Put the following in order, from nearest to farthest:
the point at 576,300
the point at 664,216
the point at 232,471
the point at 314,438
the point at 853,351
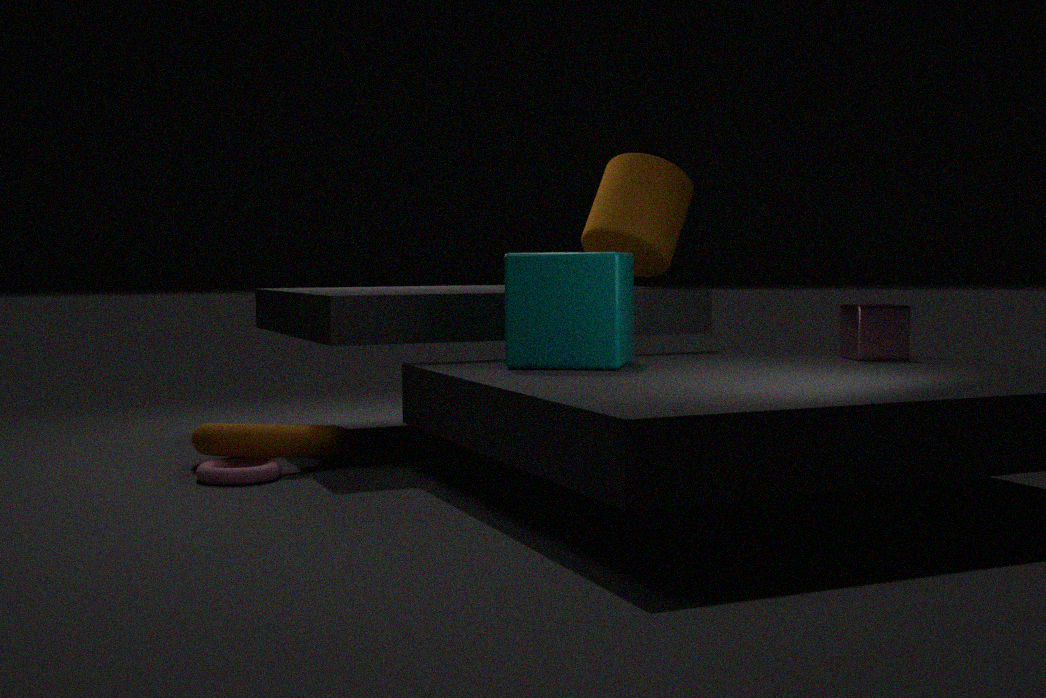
1. the point at 576,300
2. the point at 232,471
3. the point at 314,438
4. the point at 853,351
5. the point at 664,216
